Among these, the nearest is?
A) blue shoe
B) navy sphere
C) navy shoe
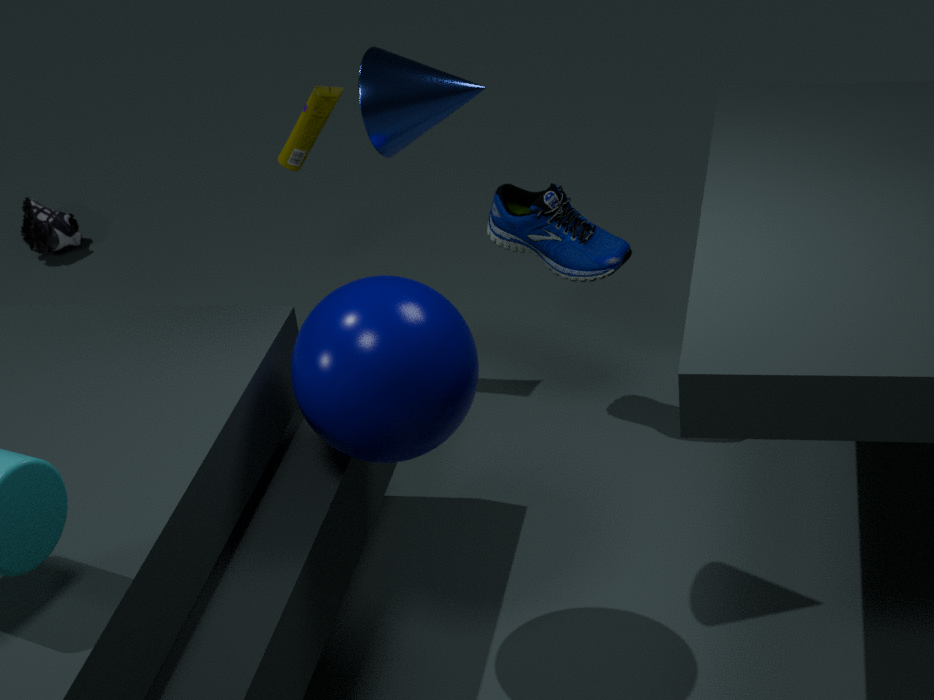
navy sphere
